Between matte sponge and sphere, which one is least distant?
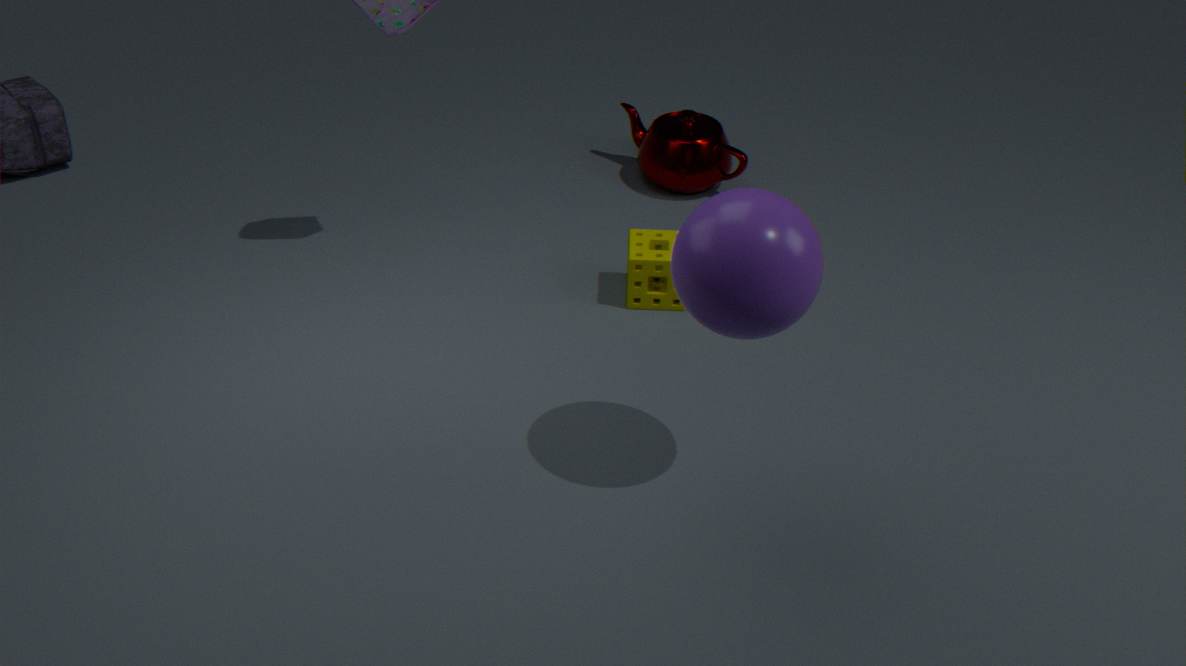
sphere
